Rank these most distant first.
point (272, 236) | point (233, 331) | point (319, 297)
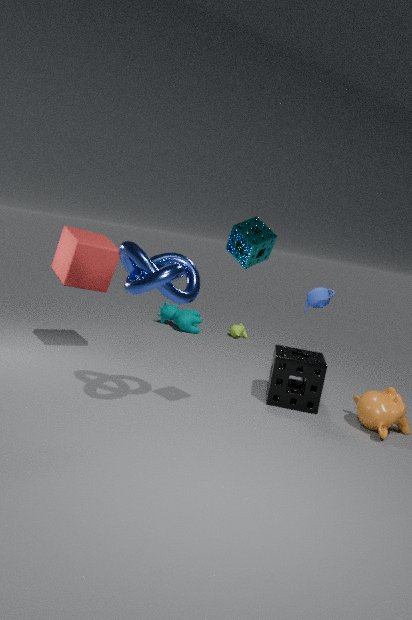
point (233, 331) < point (319, 297) < point (272, 236)
